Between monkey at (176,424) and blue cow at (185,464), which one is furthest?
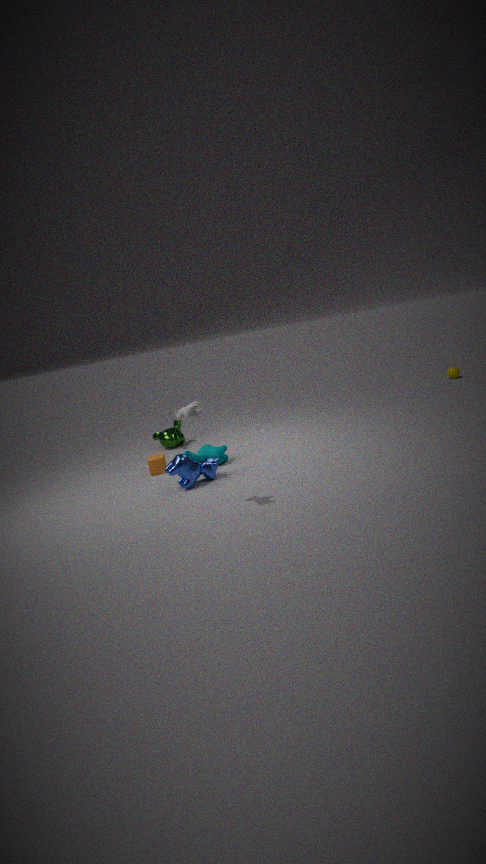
monkey at (176,424)
